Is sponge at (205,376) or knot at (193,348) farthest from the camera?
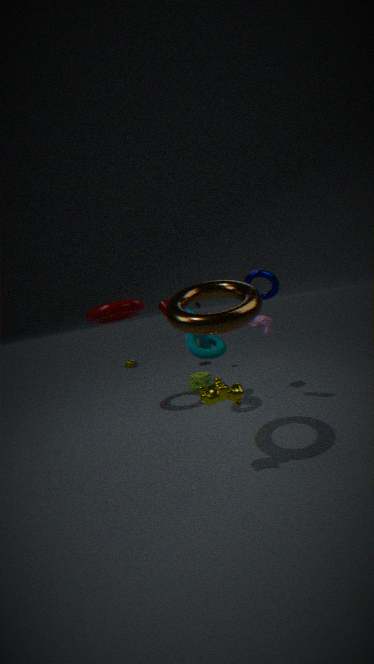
sponge at (205,376)
